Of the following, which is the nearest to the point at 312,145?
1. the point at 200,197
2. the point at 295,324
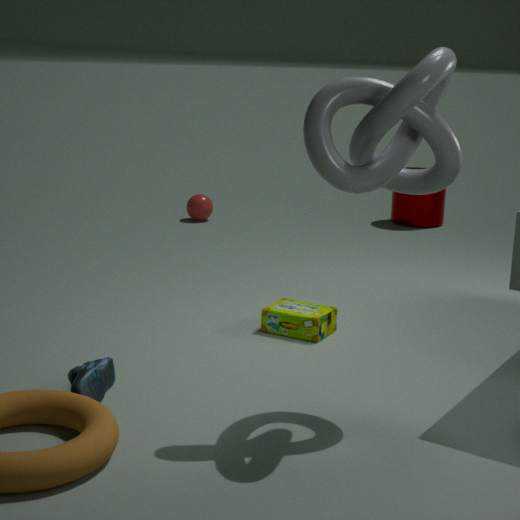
the point at 295,324
